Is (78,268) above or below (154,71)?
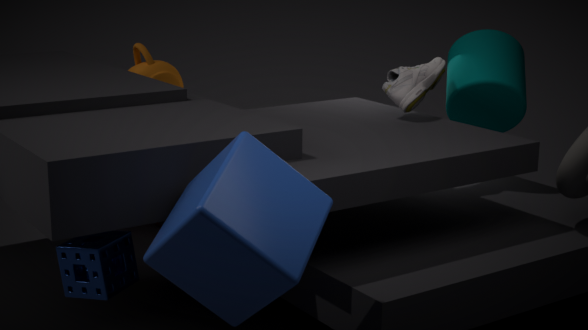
below
